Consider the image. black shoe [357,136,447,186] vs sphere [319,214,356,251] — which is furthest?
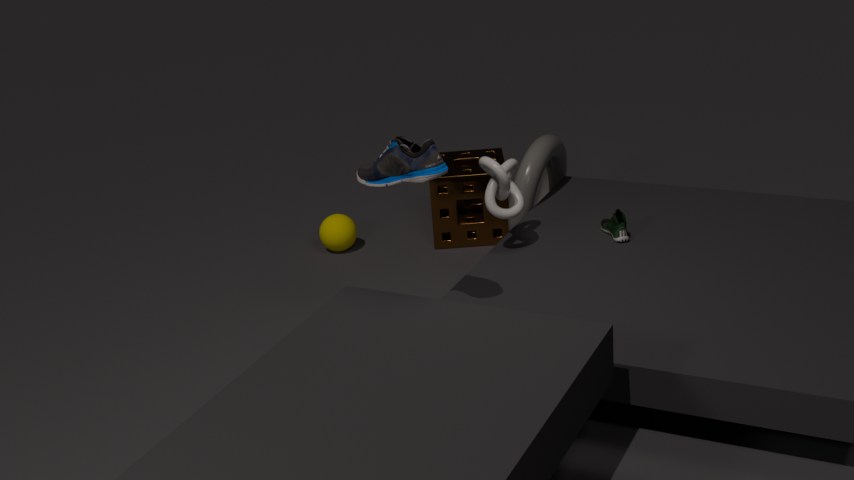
sphere [319,214,356,251]
